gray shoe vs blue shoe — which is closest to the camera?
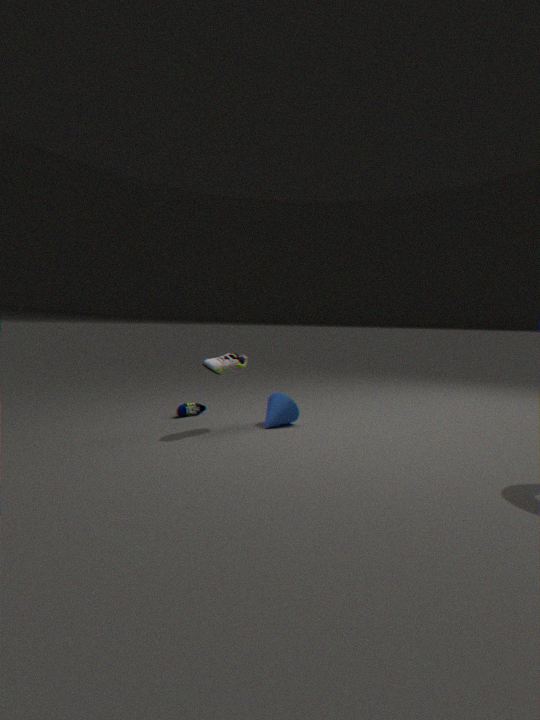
gray shoe
